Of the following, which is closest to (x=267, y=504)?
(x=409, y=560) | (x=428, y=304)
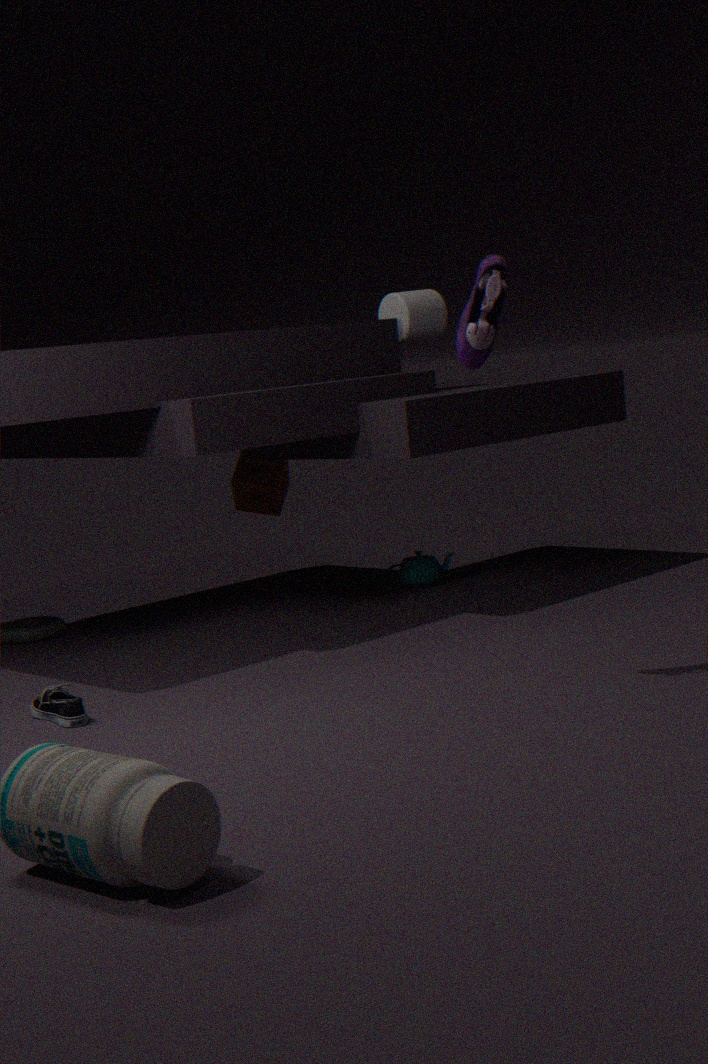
(x=409, y=560)
